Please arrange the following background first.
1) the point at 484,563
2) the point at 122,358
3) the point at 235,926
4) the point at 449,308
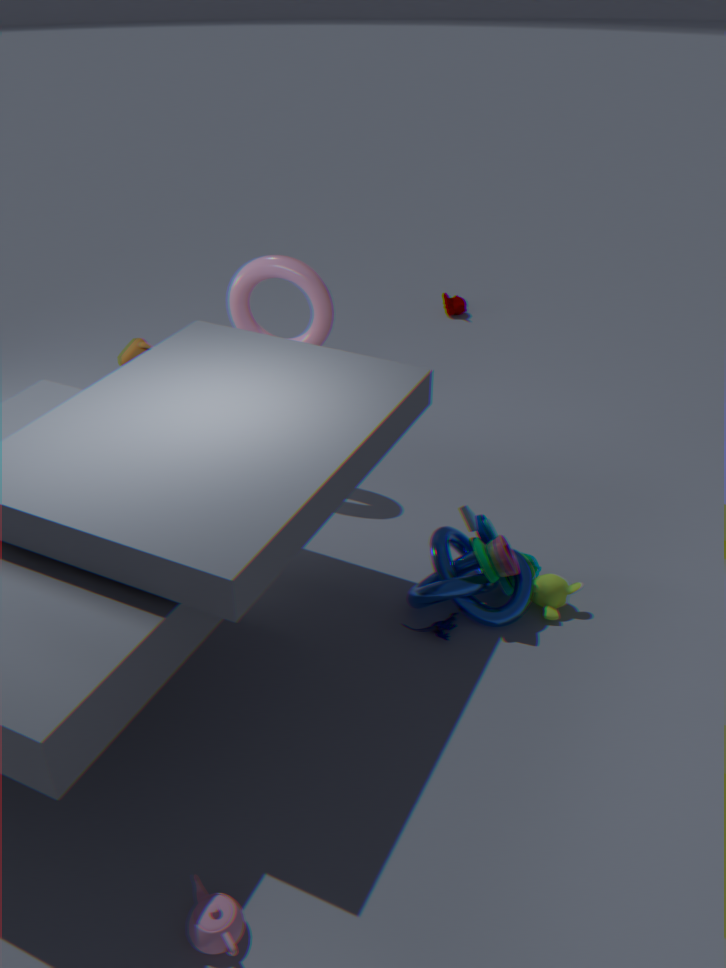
4. the point at 449,308
2. the point at 122,358
1. the point at 484,563
3. the point at 235,926
